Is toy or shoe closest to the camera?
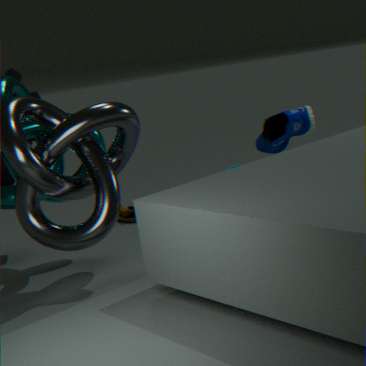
toy
